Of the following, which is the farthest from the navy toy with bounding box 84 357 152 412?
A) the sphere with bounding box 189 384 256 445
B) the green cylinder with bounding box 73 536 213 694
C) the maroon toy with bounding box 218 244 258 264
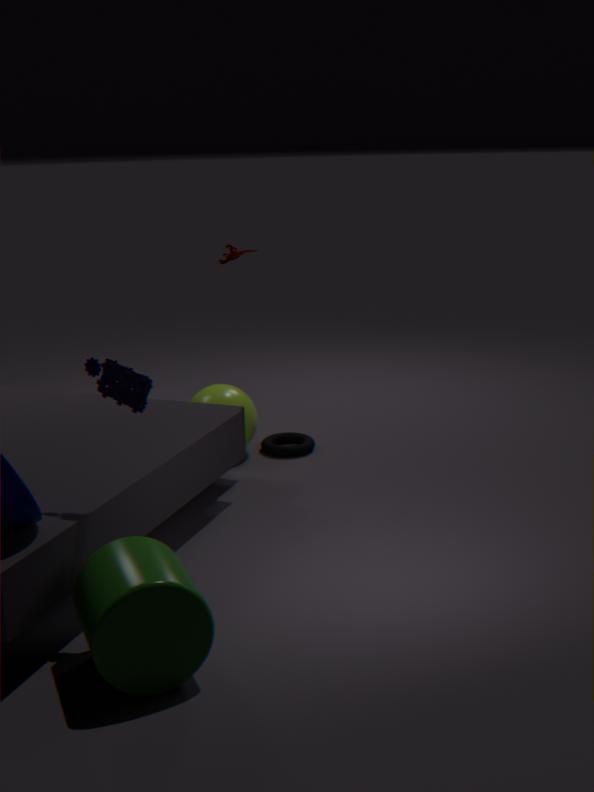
the maroon toy with bounding box 218 244 258 264
